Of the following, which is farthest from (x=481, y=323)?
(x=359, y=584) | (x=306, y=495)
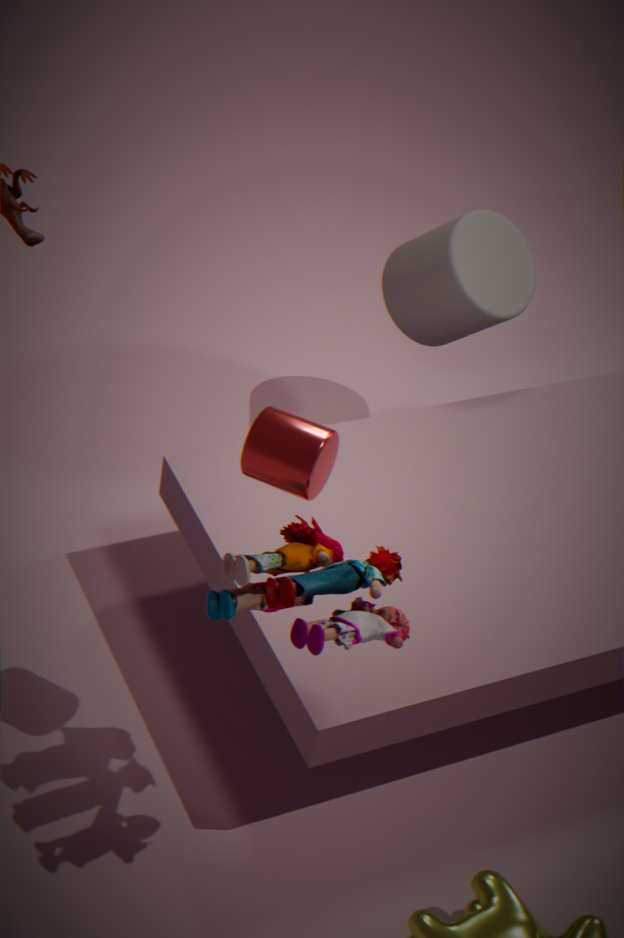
(x=359, y=584)
